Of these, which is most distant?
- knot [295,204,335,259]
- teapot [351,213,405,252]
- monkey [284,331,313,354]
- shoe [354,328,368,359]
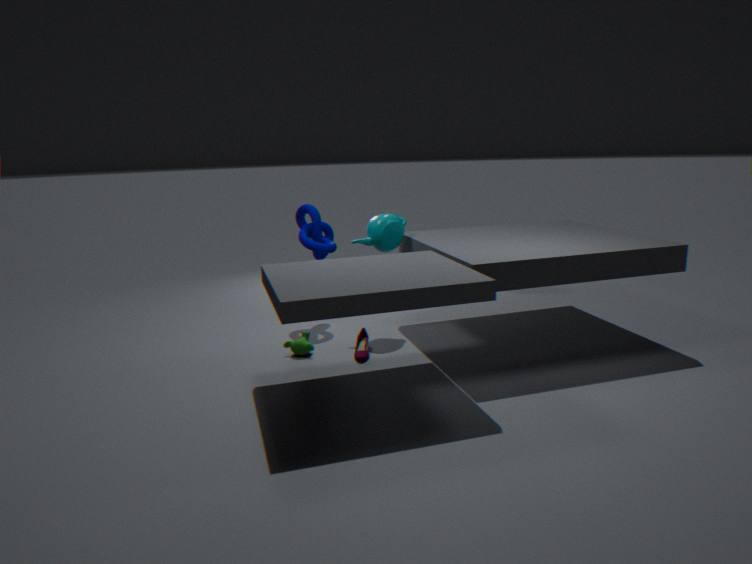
knot [295,204,335,259]
